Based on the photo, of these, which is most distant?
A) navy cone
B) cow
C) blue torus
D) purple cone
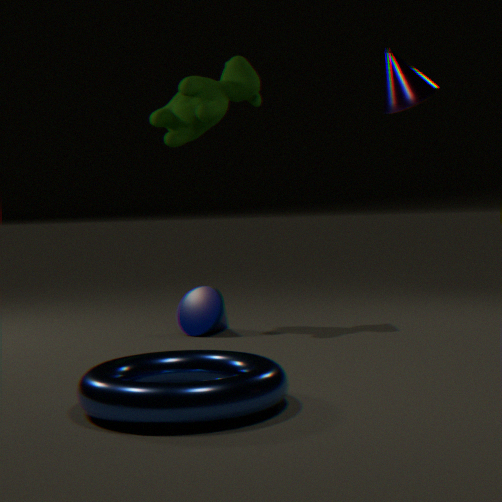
cow
